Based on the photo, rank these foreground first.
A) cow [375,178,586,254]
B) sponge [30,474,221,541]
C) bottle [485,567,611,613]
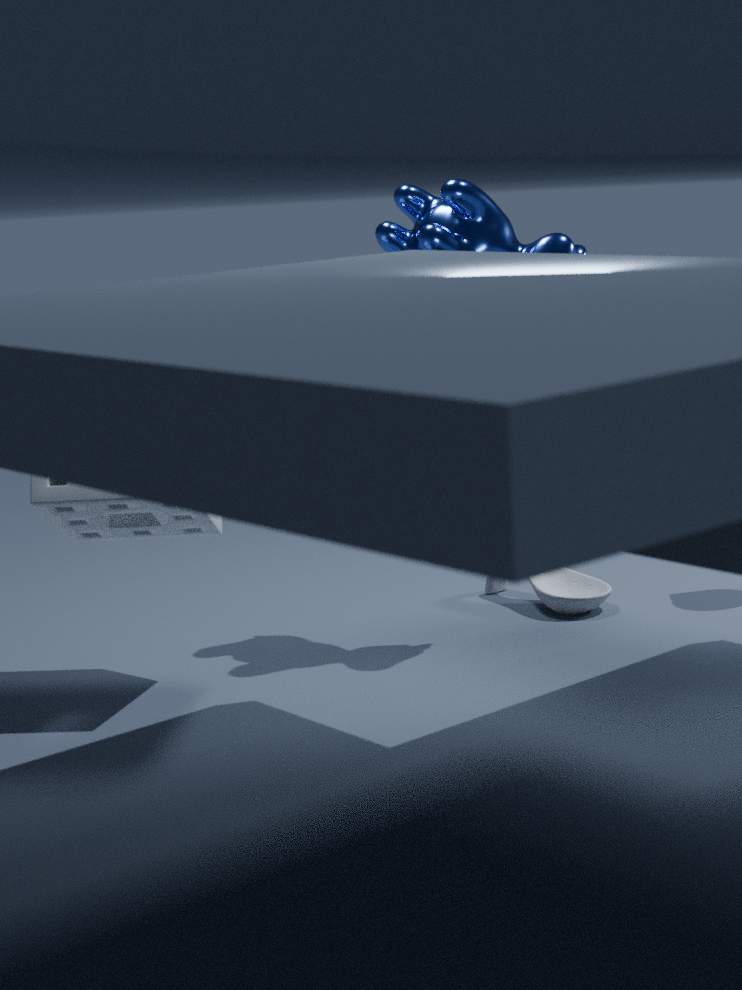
1. sponge [30,474,221,541]
2. cow [375,178,586,254]
3. bottle [485,567,611,613]
